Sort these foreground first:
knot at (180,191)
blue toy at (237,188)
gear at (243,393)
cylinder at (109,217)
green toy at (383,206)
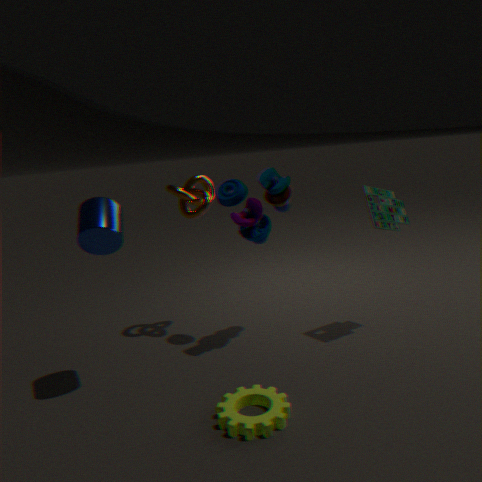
gear at (243,393) < cylinder at (109,217) < blue toy at (237,188) < green toy at (383,206) < knot at (180,191)
